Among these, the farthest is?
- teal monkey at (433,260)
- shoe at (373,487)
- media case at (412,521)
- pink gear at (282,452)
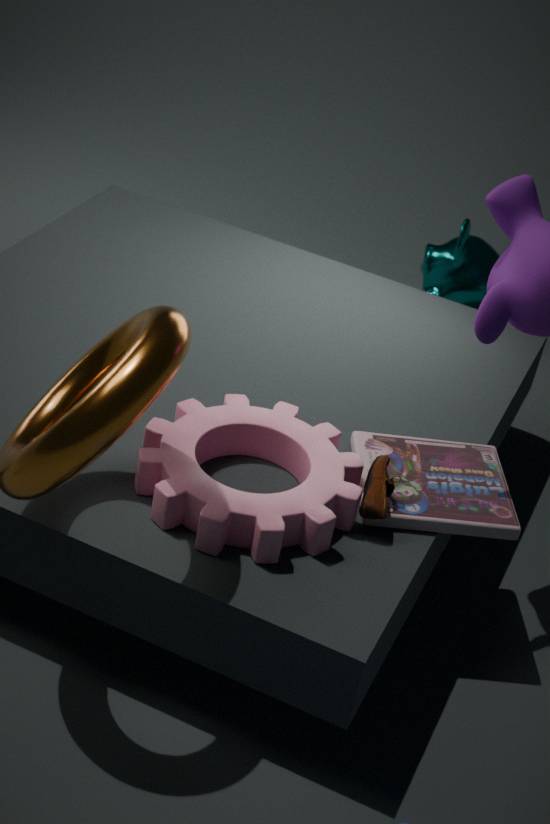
teal monkey at (433,260)
